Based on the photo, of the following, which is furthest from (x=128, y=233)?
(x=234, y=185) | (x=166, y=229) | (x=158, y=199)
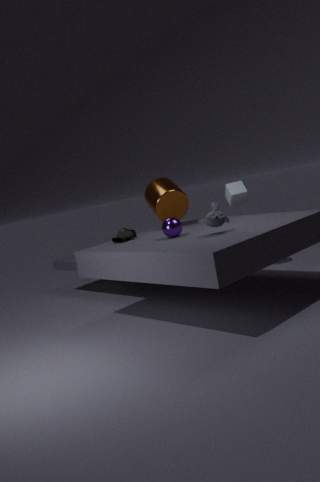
(x=234, y=185)
